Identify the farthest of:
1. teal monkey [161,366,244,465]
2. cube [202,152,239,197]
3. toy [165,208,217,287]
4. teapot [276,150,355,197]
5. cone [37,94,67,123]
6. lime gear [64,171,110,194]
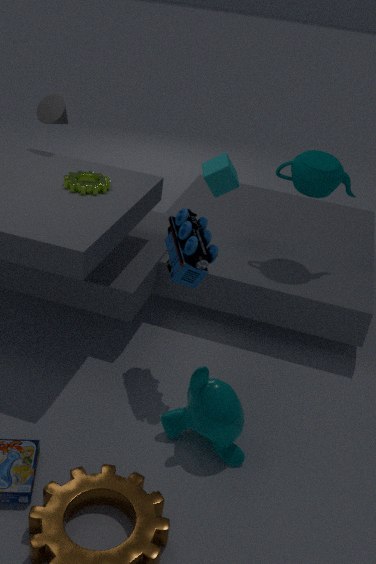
cone [37,94,67,123]
